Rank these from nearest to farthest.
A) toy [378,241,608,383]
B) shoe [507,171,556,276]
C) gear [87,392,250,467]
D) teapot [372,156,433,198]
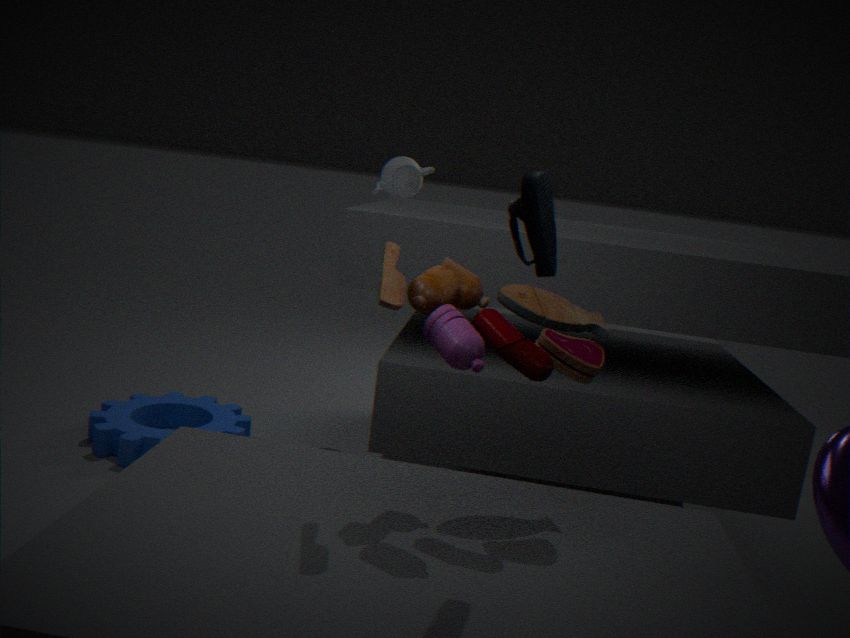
shoe [507,171,556,276], toy [378,241,608,383], gear [87,392,250,467], teapot [372,156,433,198]
